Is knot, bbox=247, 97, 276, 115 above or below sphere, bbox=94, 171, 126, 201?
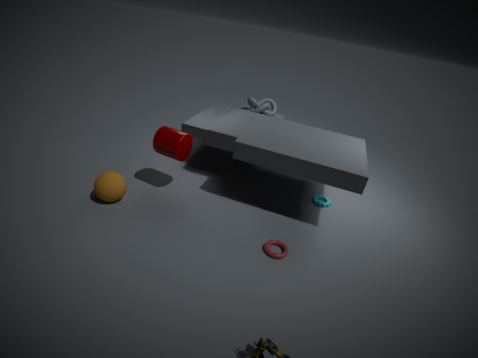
above
